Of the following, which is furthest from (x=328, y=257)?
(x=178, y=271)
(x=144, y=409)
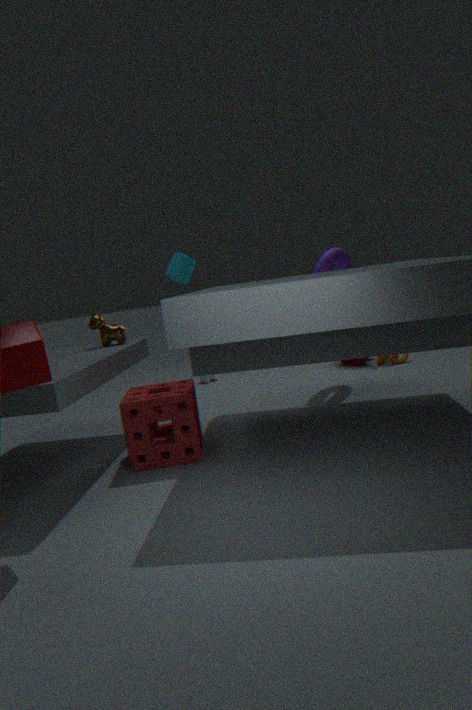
(x=144, y=409)
